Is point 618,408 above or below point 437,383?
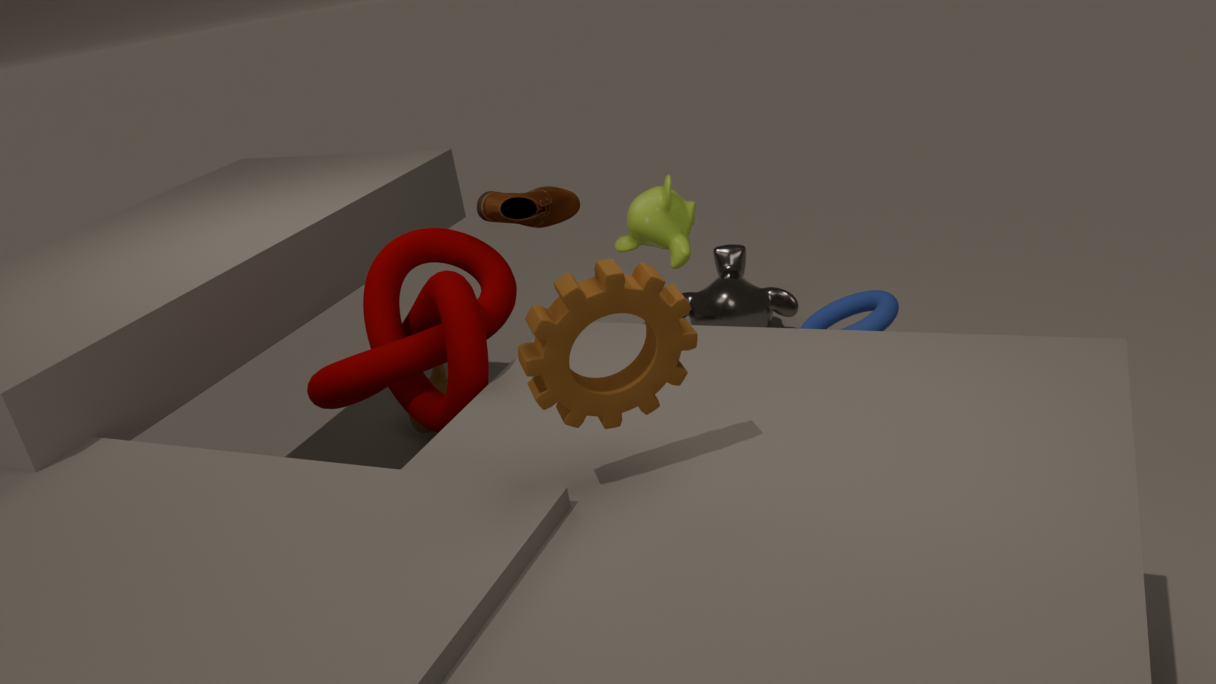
above
